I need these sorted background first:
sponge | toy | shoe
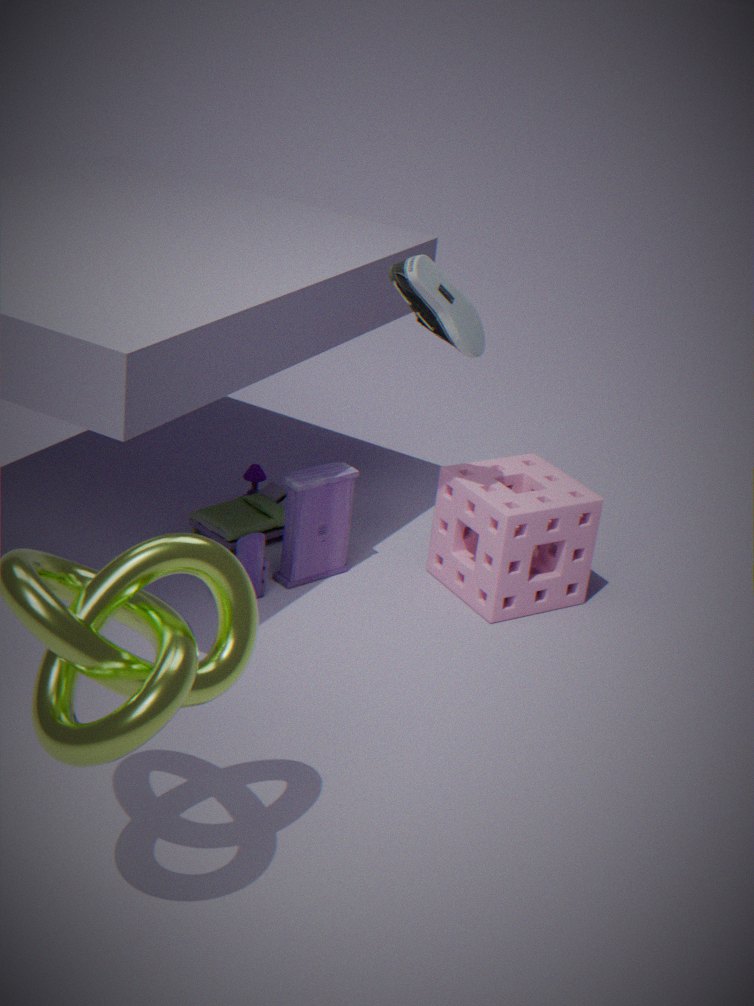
toy < sponge < shoe
